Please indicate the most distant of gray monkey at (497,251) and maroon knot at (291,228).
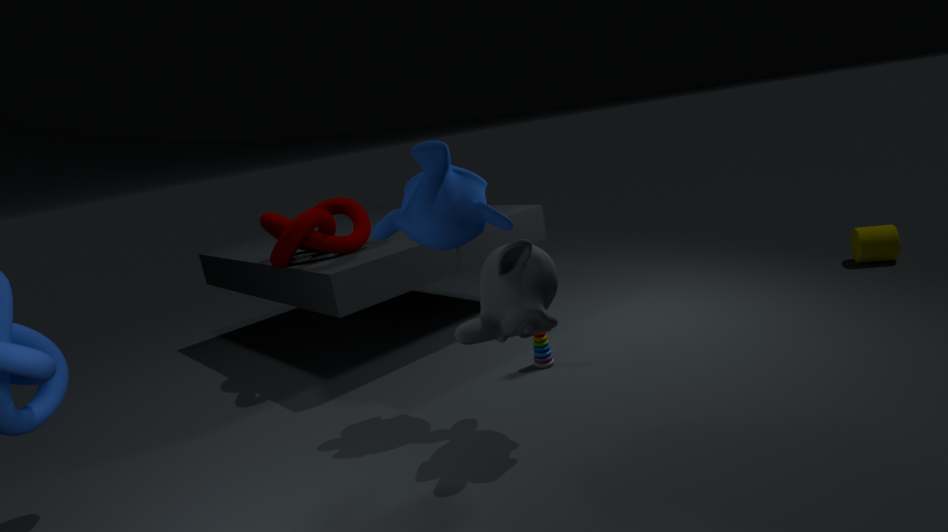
maroon knot at (291,228)
